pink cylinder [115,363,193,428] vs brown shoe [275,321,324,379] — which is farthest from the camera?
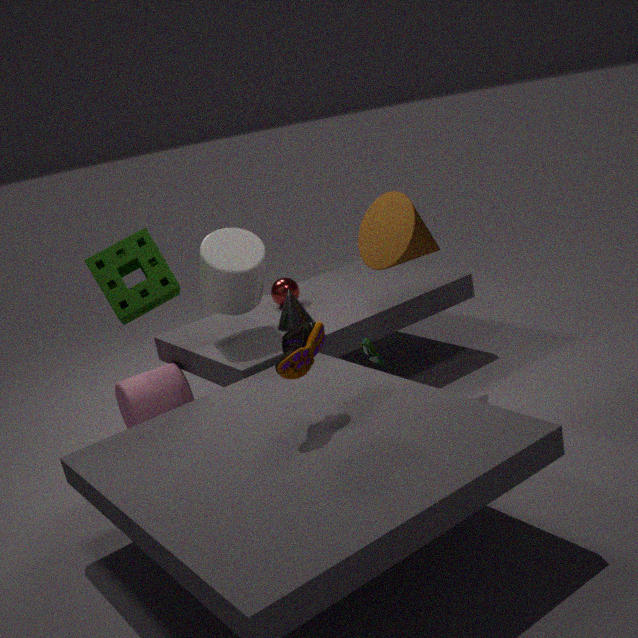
pink cylinder [115,363,193,428]
